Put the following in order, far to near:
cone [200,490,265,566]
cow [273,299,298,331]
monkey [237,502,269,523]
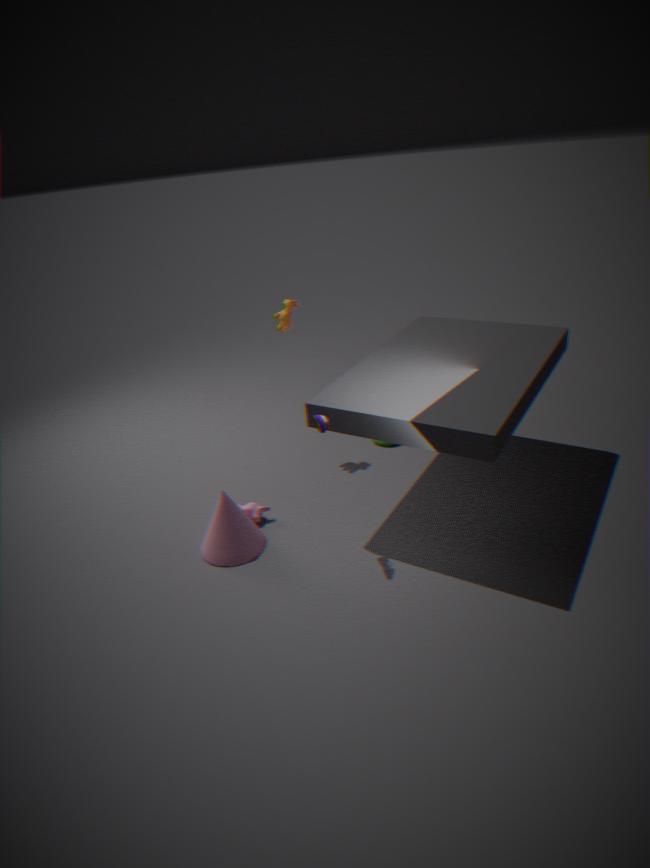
1. cow [273,299,298,331]
2. monkey [237,502,269,523]
3. cone [200,490,265,566]
